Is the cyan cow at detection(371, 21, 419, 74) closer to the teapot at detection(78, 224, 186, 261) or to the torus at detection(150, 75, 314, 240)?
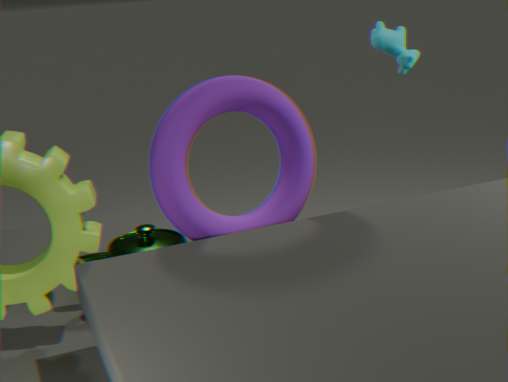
the torus at detection(150, 75, 314, 240)
